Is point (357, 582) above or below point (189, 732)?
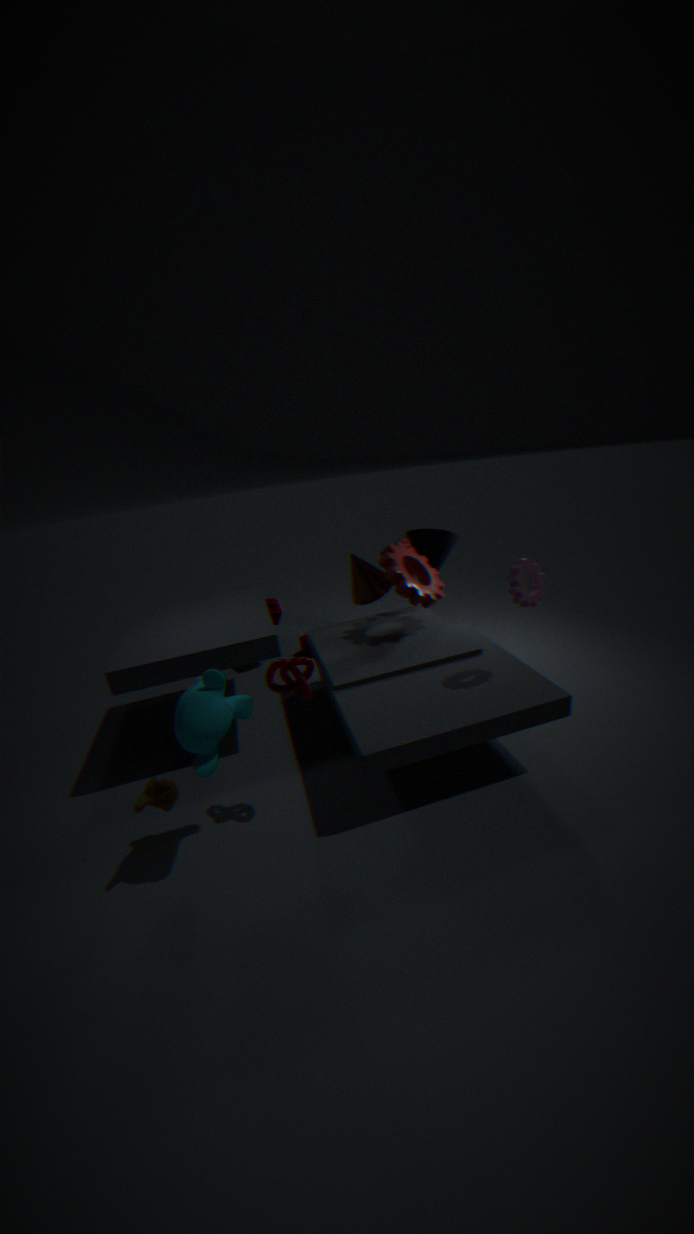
below
